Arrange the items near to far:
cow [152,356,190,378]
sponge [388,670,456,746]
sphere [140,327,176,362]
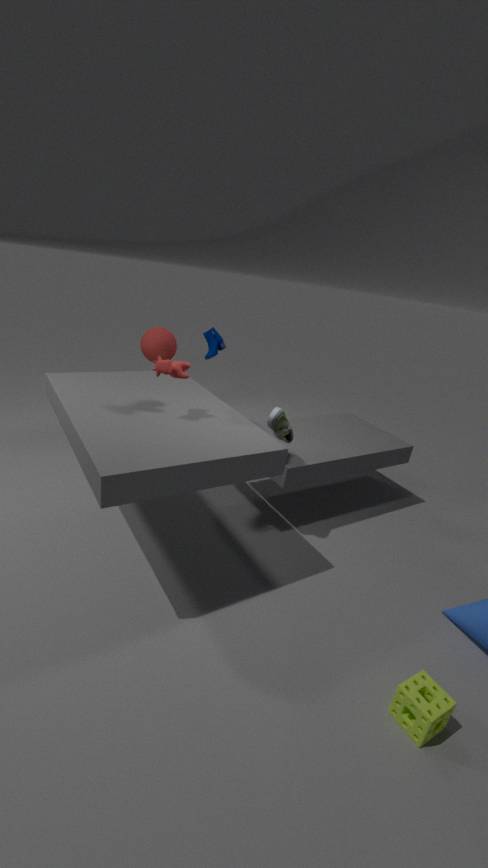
1. sponge [388,670,456,746]
2. cow [152,356,190,378]
3. sphere [140,327,176,362]
